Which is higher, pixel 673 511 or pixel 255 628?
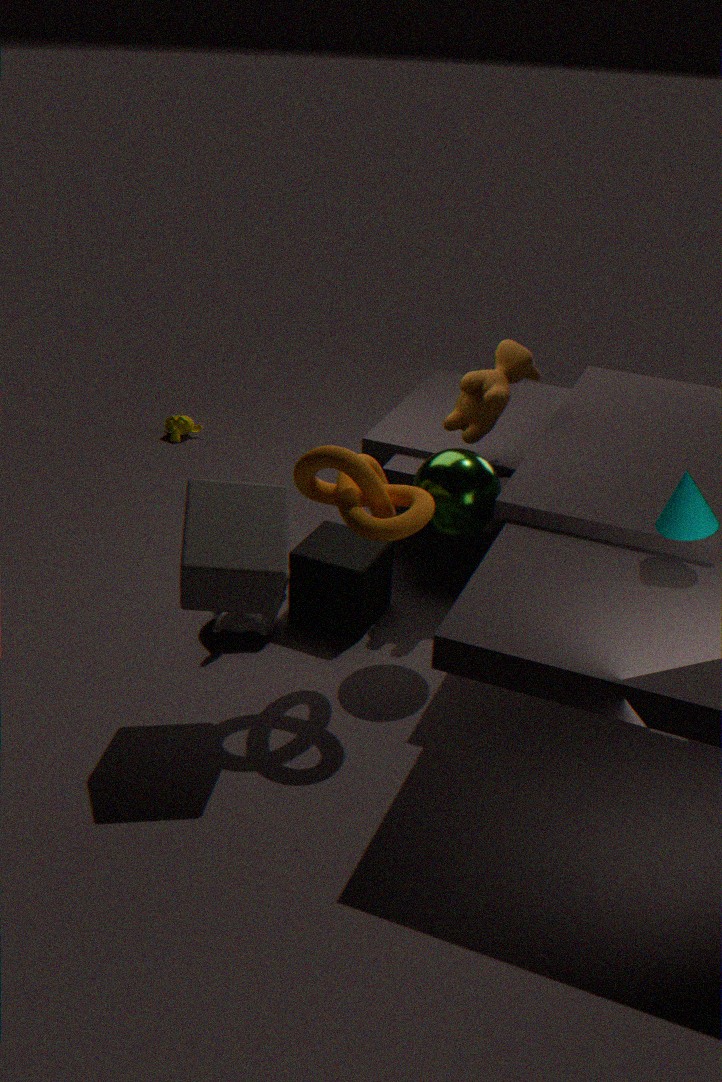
pixel 673 511
